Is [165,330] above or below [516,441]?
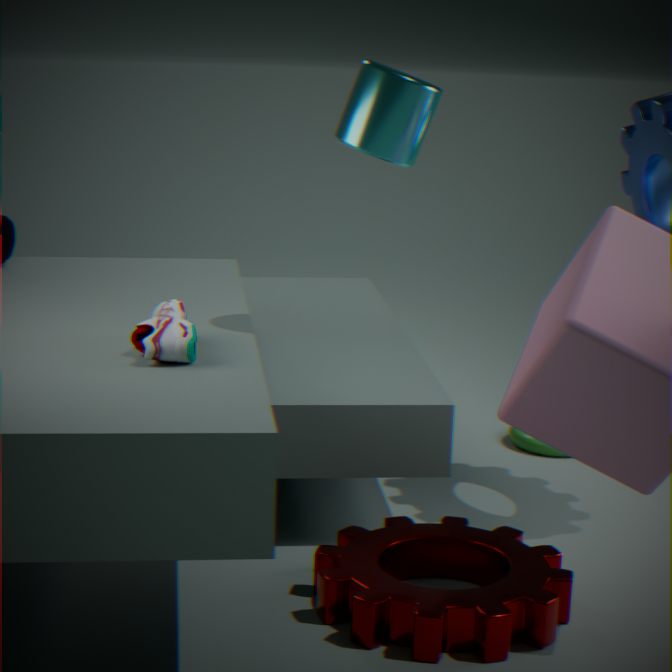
above
